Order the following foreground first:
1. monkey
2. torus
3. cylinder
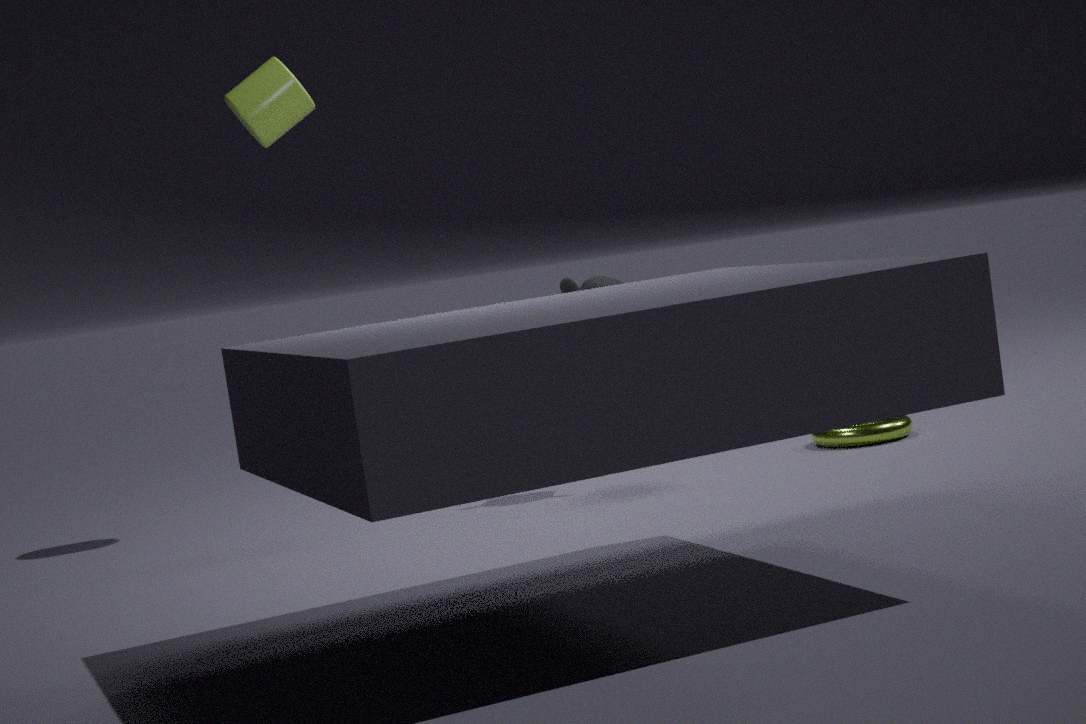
1. monkey
2. torus
3. cylinder
